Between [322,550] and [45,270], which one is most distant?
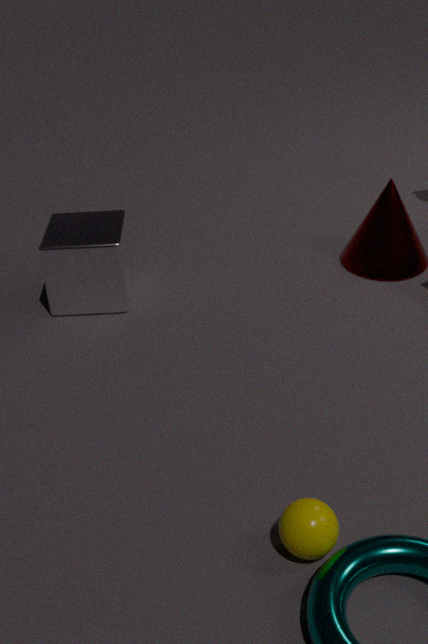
[45,270]
